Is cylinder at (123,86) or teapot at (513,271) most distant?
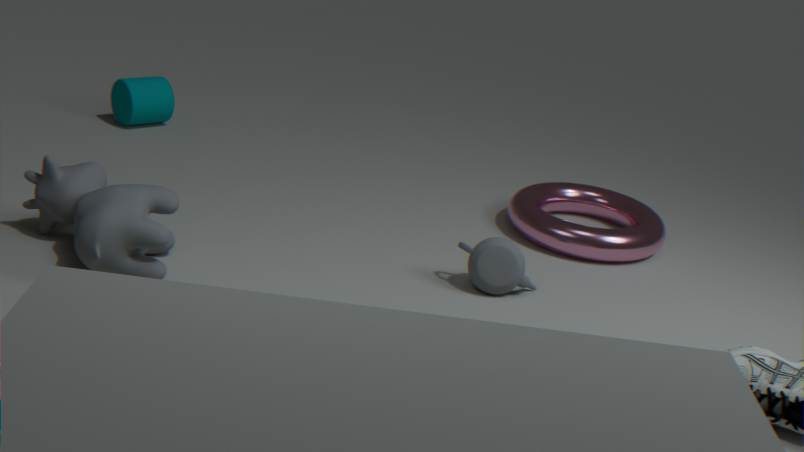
cylinder at (123,86)
